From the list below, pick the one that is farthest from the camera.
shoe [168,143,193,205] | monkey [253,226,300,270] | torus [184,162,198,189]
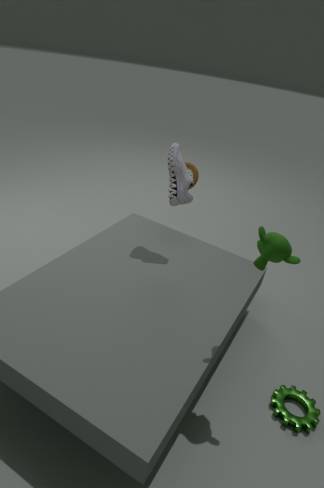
torus [184,162,198,189]
